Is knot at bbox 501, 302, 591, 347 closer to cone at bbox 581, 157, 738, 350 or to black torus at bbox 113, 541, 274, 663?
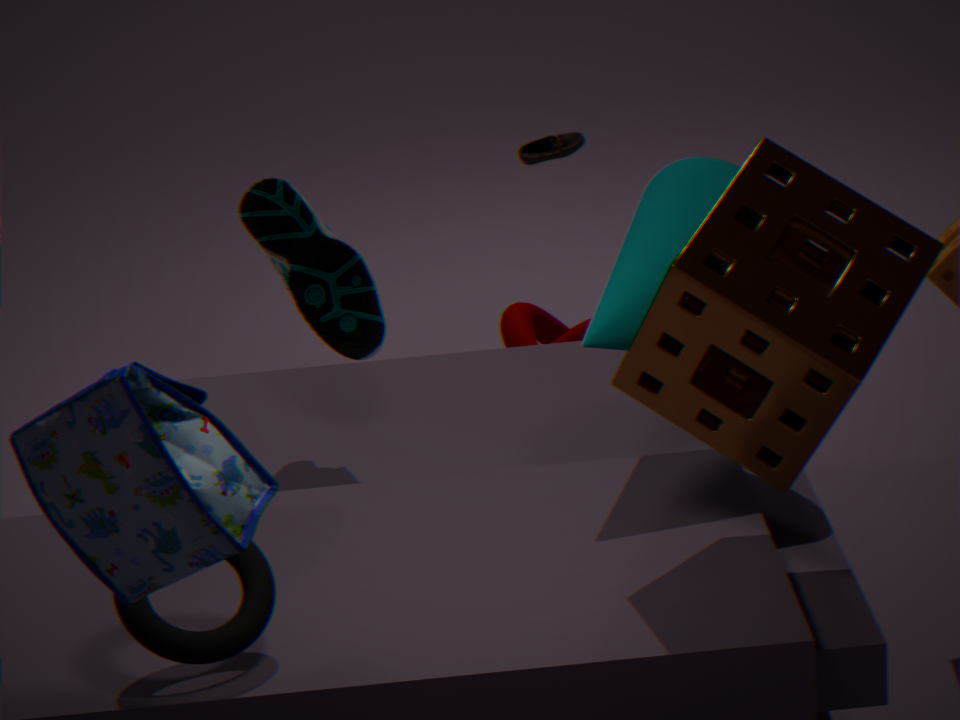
cone at bbox 581, 157, 738, 350
